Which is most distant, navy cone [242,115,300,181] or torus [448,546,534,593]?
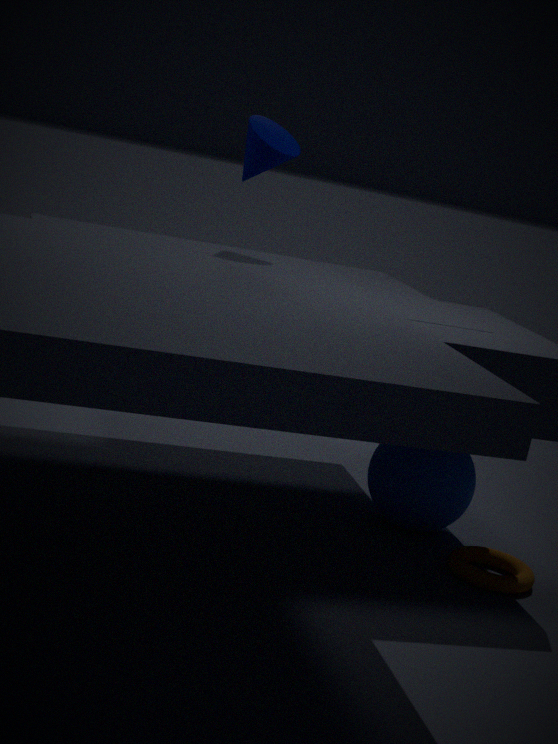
navy cone [242,115,300,181]
